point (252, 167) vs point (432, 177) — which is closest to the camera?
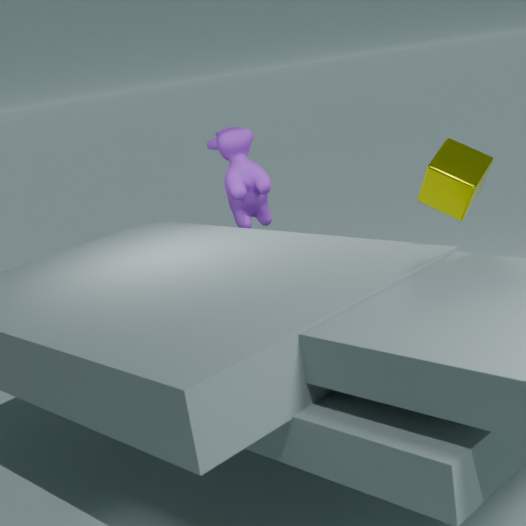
point (432, 177)
